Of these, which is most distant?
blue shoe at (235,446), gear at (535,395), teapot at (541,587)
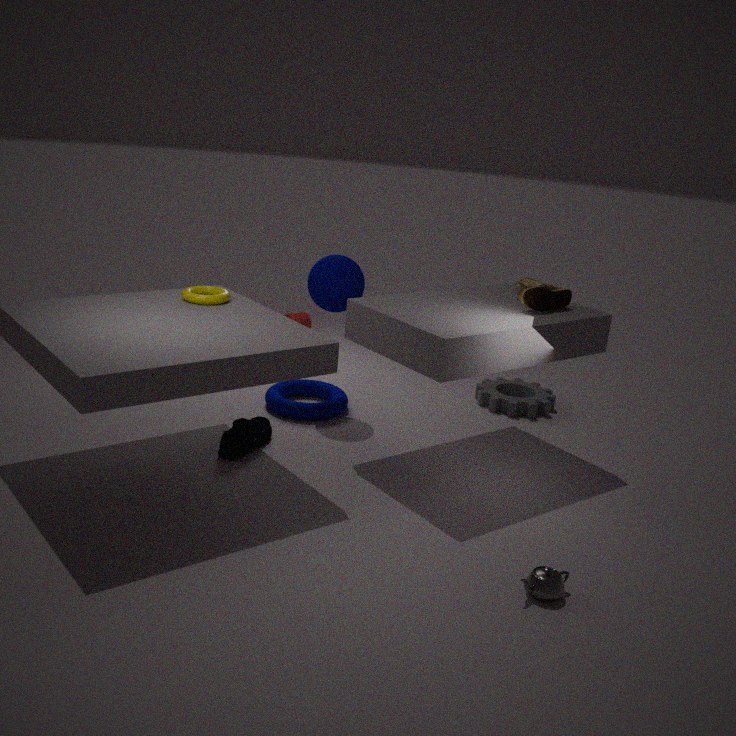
gear at (535,395)
